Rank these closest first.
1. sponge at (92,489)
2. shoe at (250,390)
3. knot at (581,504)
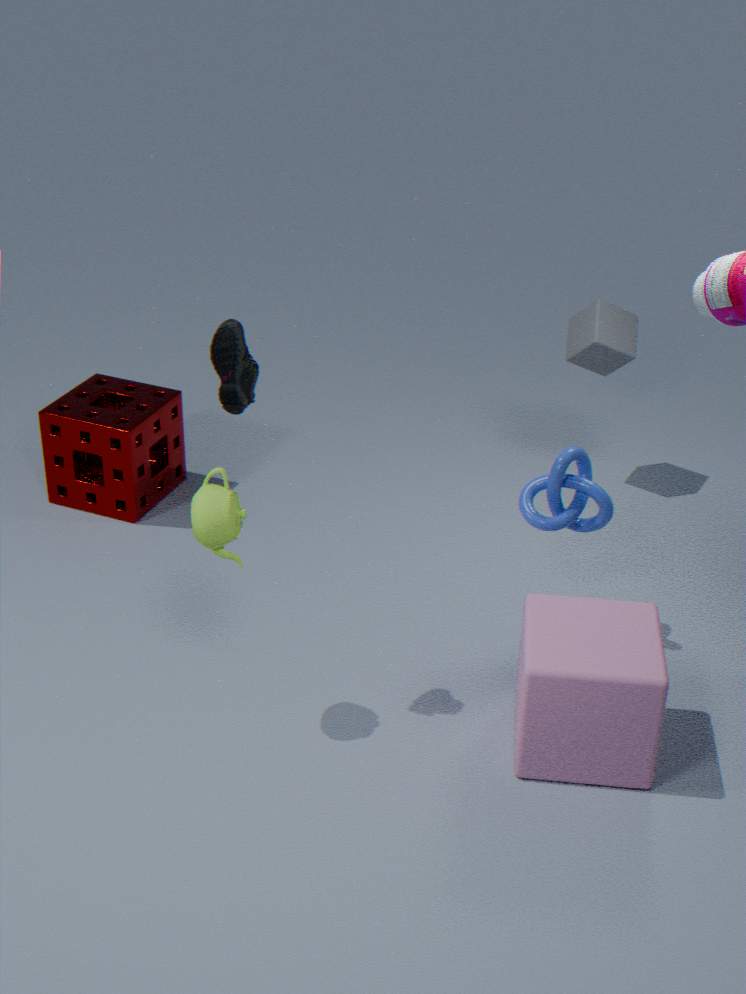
shoe at (250,390), knot at (581,504), sponge at (92,489)
